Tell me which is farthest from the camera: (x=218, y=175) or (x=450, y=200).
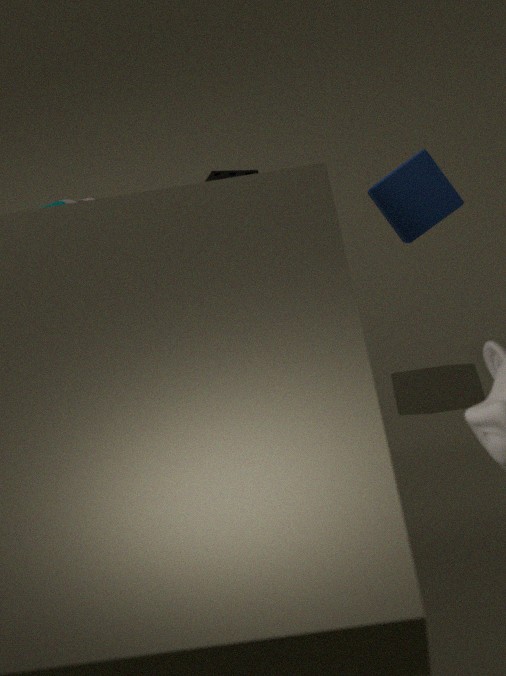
(x=218, y=175)
